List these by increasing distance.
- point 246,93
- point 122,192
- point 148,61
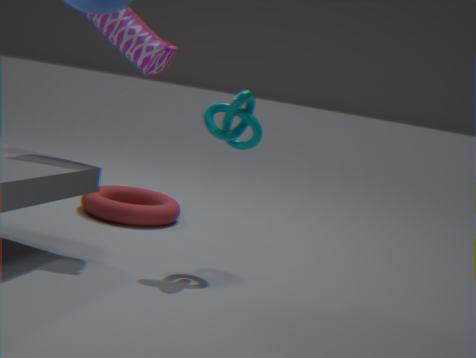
point 246,93 → point 148,61 → point 122,192
